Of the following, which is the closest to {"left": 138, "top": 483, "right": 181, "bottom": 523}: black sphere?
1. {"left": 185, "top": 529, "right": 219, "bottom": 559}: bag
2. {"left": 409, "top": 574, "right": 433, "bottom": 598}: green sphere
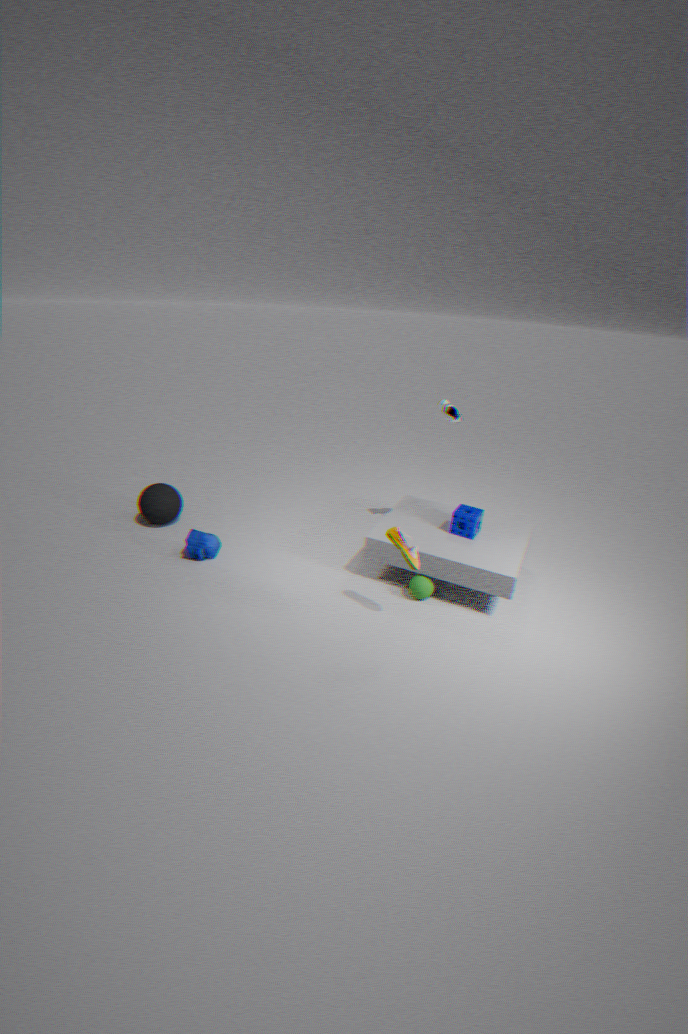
{"left": 185, "top": 529, "right": 219, "bottom": 559}: bag
